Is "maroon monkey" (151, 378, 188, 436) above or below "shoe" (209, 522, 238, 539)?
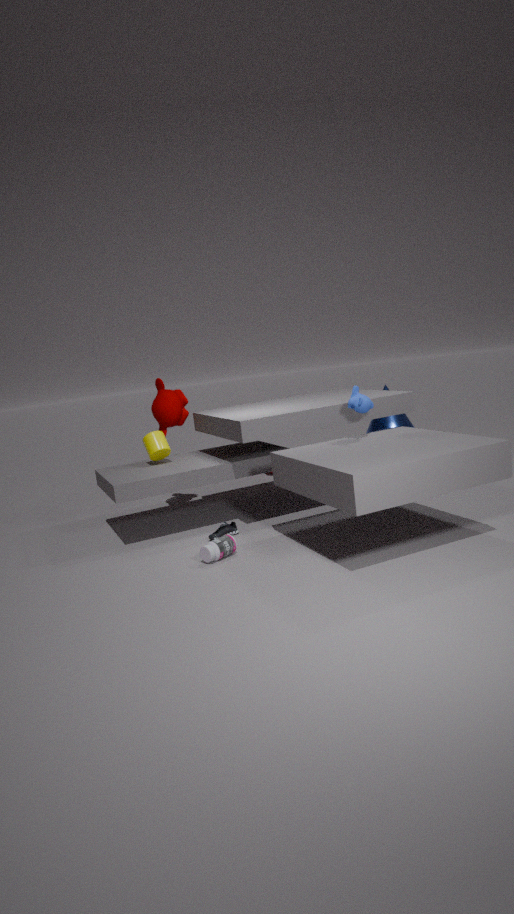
above
